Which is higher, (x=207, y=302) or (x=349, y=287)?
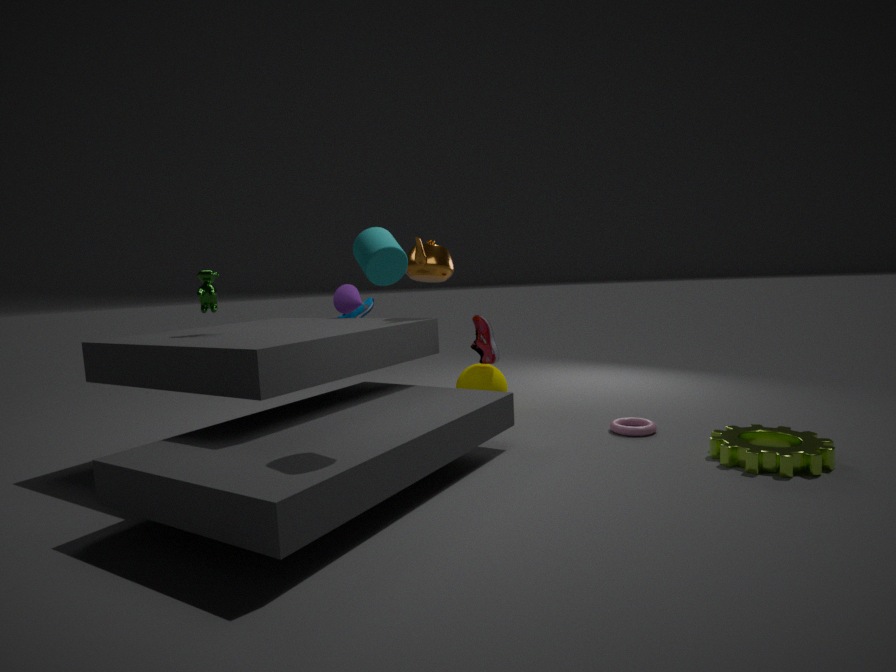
(x=207, y=302)
